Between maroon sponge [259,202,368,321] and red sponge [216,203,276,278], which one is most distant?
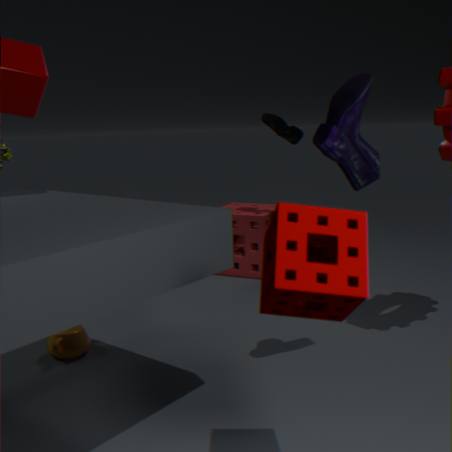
red sponge [216,203,276,278]
